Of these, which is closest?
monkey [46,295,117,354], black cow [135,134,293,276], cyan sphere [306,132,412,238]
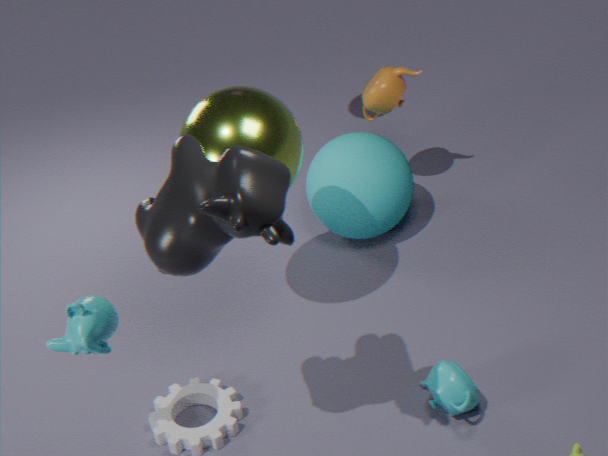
black cow [135,134,293,276]
